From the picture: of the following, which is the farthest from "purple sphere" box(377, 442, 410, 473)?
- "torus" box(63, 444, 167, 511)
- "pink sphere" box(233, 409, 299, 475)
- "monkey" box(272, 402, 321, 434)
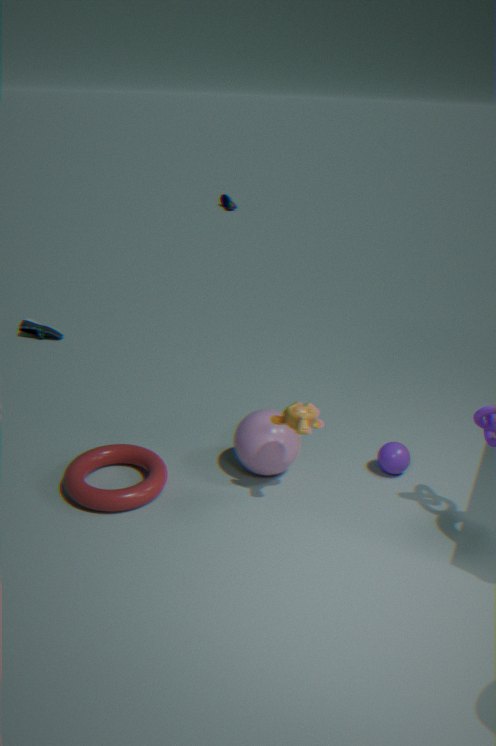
"torus" box(63, 444, 167, 511)
